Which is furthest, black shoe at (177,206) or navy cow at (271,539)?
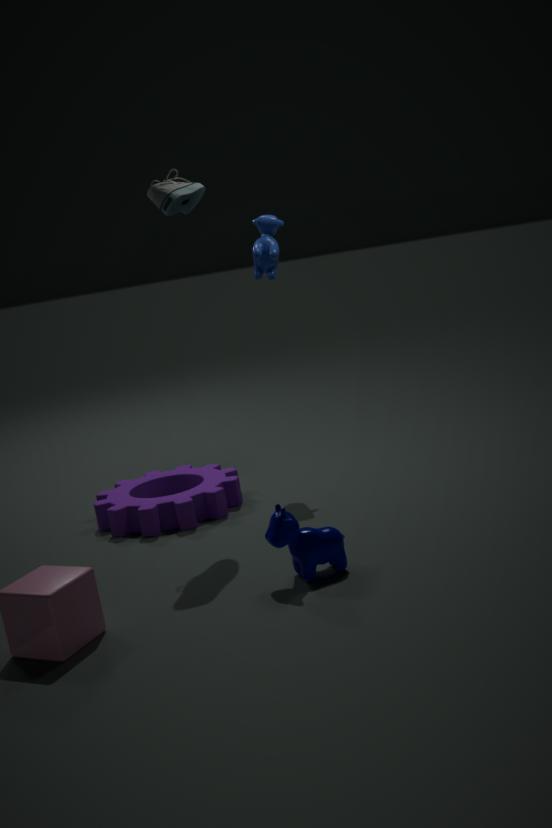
black shoe at (177,206)
